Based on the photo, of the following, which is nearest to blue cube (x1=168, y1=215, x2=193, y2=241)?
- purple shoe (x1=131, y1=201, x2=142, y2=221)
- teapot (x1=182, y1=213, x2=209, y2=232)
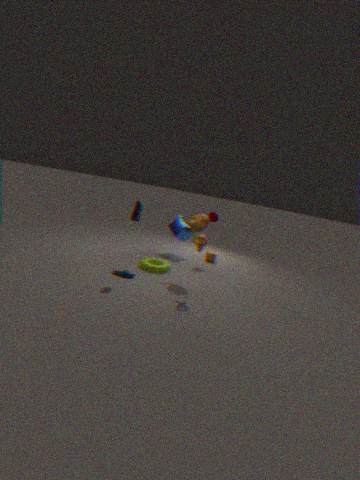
teapot (x1=182, y1=213, x2=209, y2=232)
